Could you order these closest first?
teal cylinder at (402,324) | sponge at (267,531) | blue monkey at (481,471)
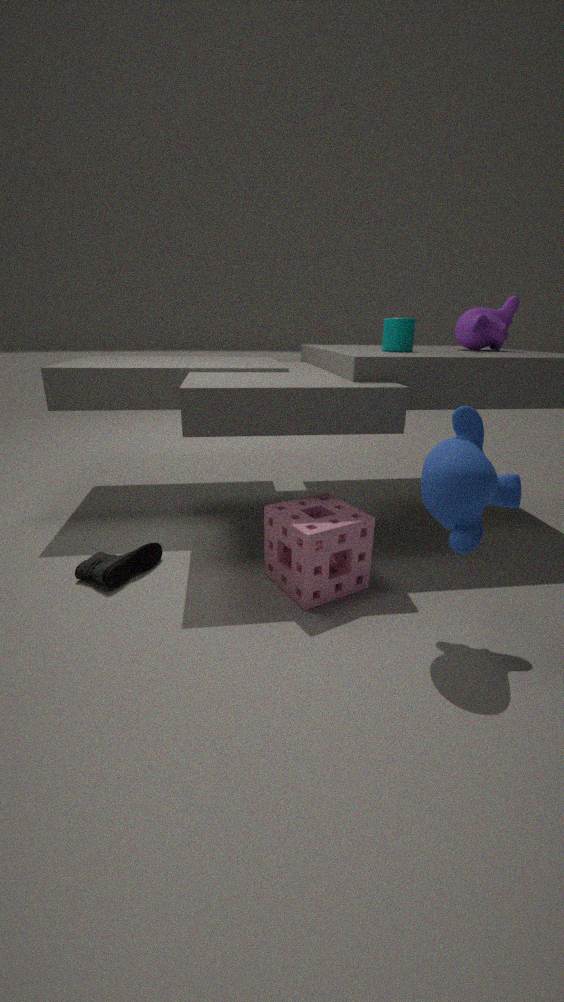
blue monkey at (481,471)
sponge at (267,531)
teal cylinder at (402,324)
